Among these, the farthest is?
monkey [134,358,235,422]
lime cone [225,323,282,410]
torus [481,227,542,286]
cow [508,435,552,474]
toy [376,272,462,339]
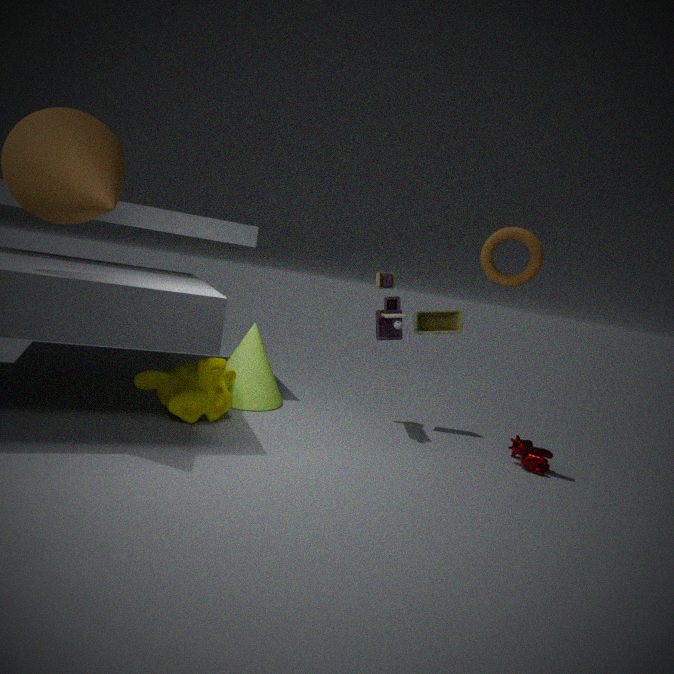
toy [376,272,462,339]
